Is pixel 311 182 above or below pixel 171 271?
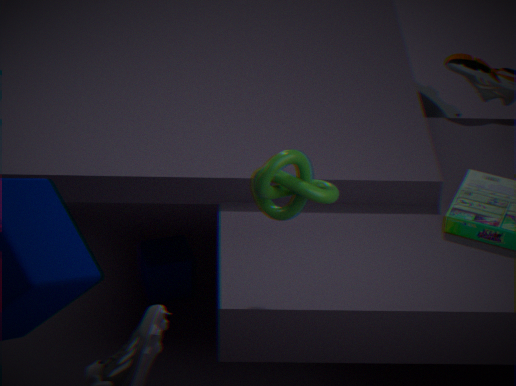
above
